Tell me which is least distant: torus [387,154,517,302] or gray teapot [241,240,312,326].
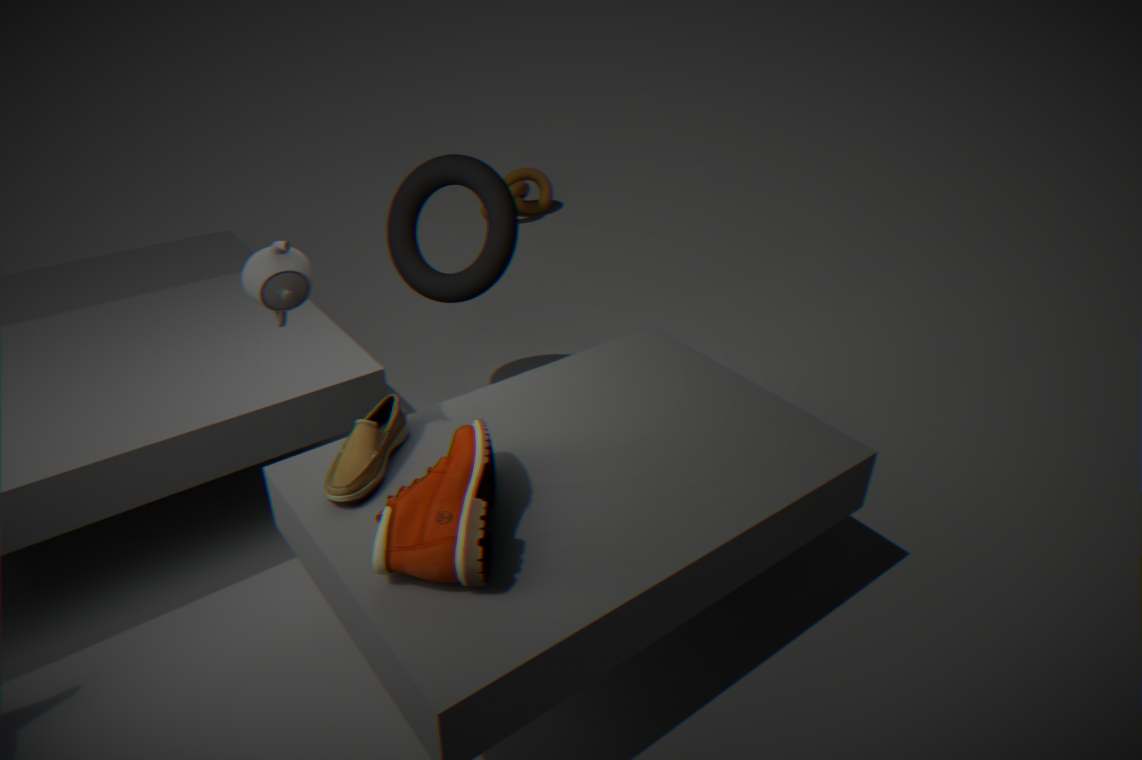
gray teapot [241,240,312,326]
